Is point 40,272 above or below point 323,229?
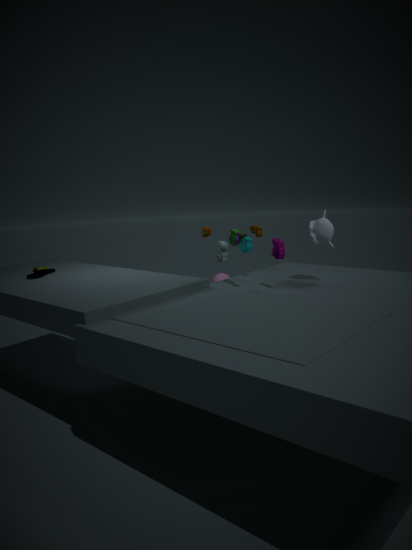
below
